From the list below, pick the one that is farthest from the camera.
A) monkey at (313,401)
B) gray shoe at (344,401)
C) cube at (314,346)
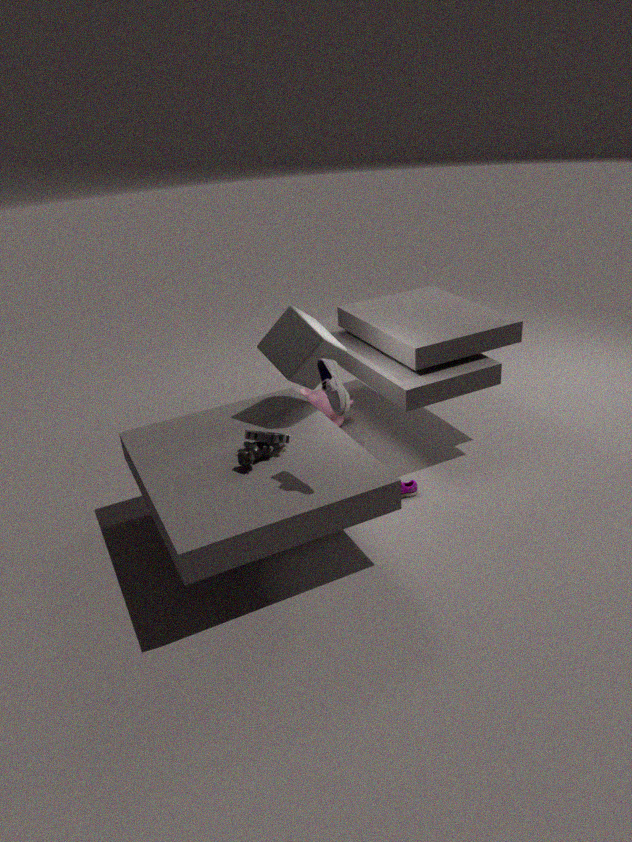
monkey at (313,401)
